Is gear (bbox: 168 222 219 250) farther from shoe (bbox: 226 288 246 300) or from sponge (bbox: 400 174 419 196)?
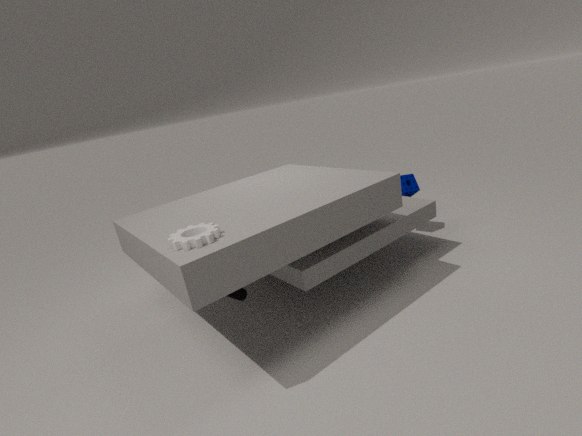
sponge (bbox: 400 174 419 196)
